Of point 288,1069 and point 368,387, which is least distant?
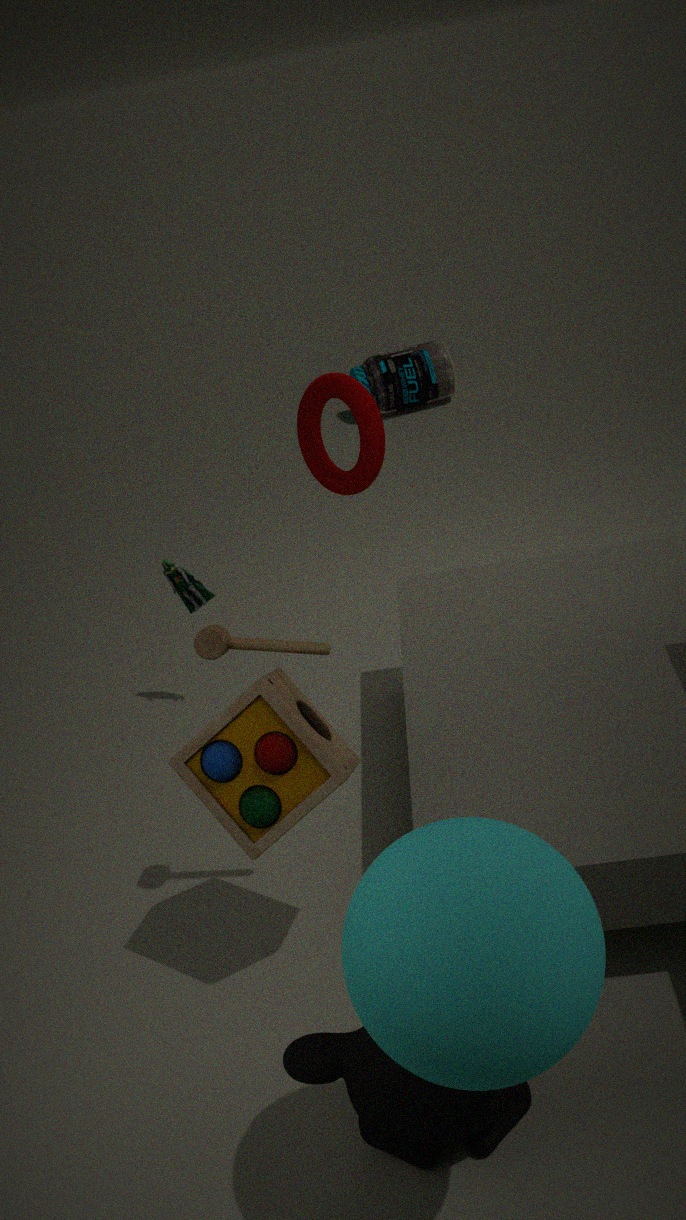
point 288,1069
